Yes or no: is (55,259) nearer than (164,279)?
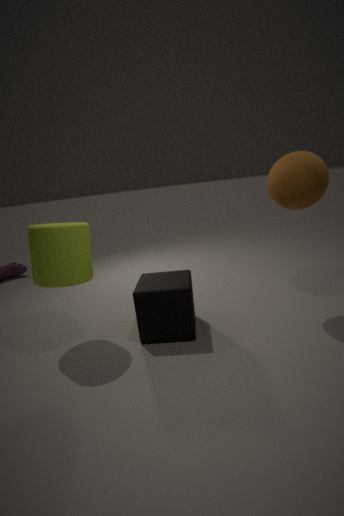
Yes
